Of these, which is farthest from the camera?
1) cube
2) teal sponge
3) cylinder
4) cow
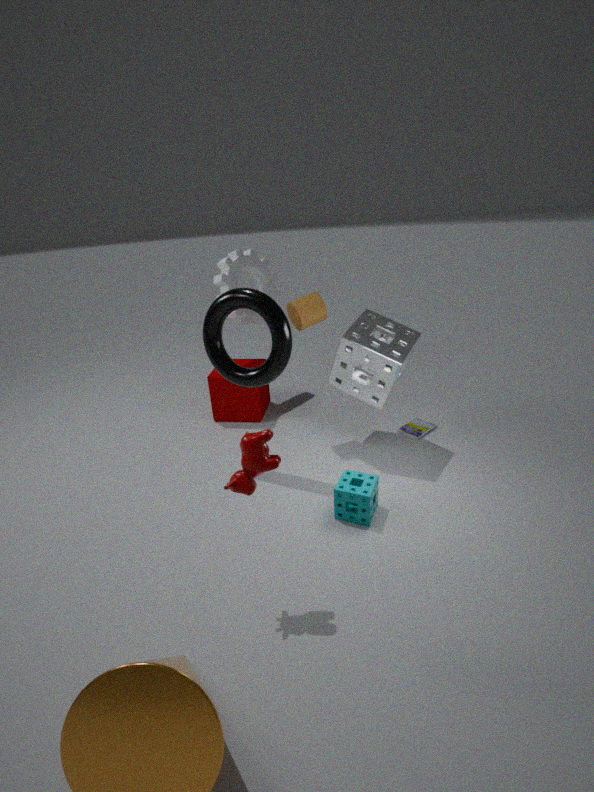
1. cube
